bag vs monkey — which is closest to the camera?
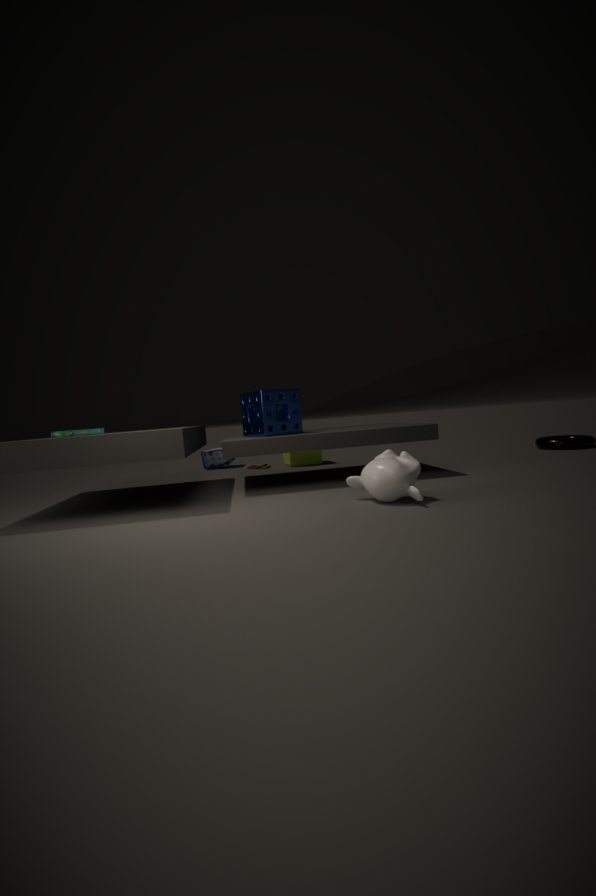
monkey
